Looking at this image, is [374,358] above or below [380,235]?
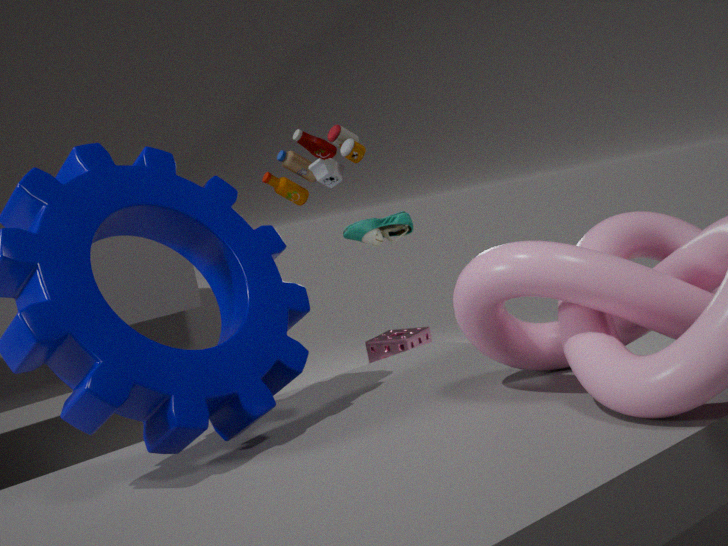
below
